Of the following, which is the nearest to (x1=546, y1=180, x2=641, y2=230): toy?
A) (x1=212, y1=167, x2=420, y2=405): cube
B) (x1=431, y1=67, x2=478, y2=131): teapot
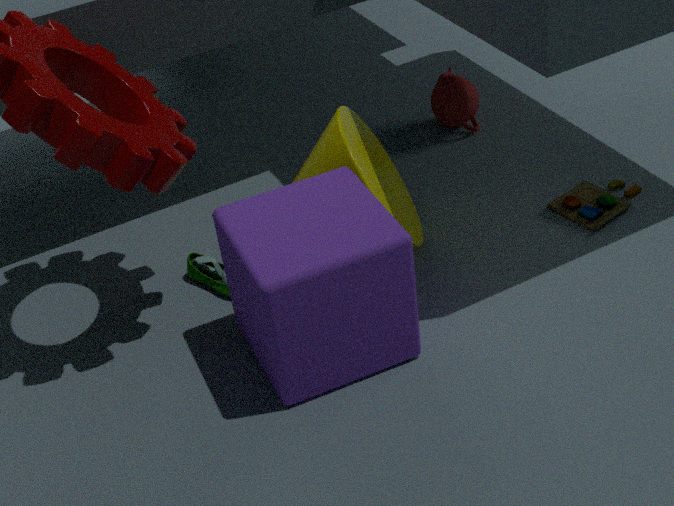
(x1=431, y1=67, x2=478, y2=131): teapot
